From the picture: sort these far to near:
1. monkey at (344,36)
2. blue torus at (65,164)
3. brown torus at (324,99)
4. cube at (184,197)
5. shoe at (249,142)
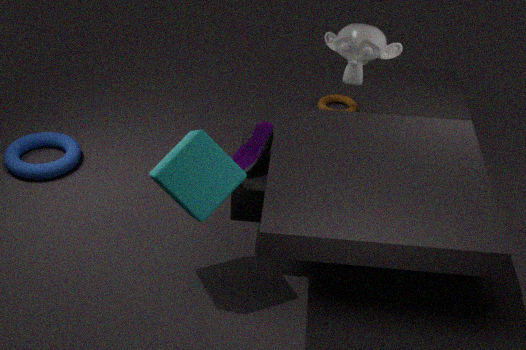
blue torus at (65,164) → brown torus at (324,99) → monkey at (344,36) → shoe at (249,142) → cube at (184,197)
